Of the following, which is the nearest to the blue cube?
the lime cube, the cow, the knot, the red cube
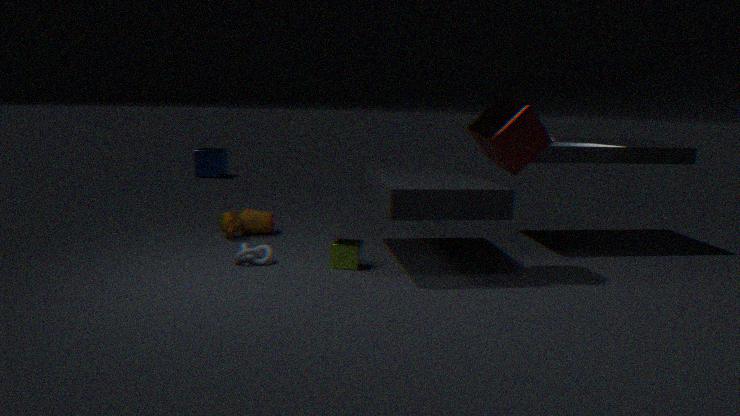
the cow
